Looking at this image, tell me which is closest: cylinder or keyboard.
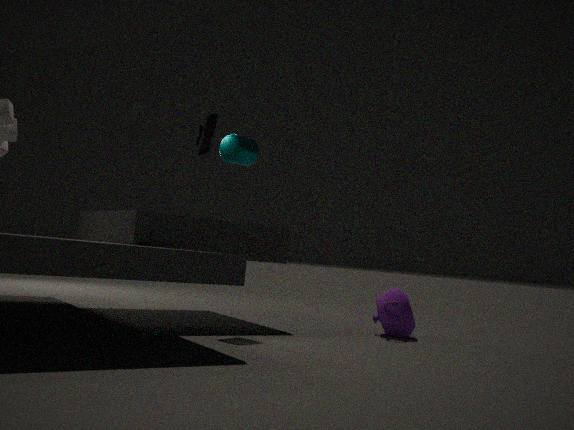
keyboard
